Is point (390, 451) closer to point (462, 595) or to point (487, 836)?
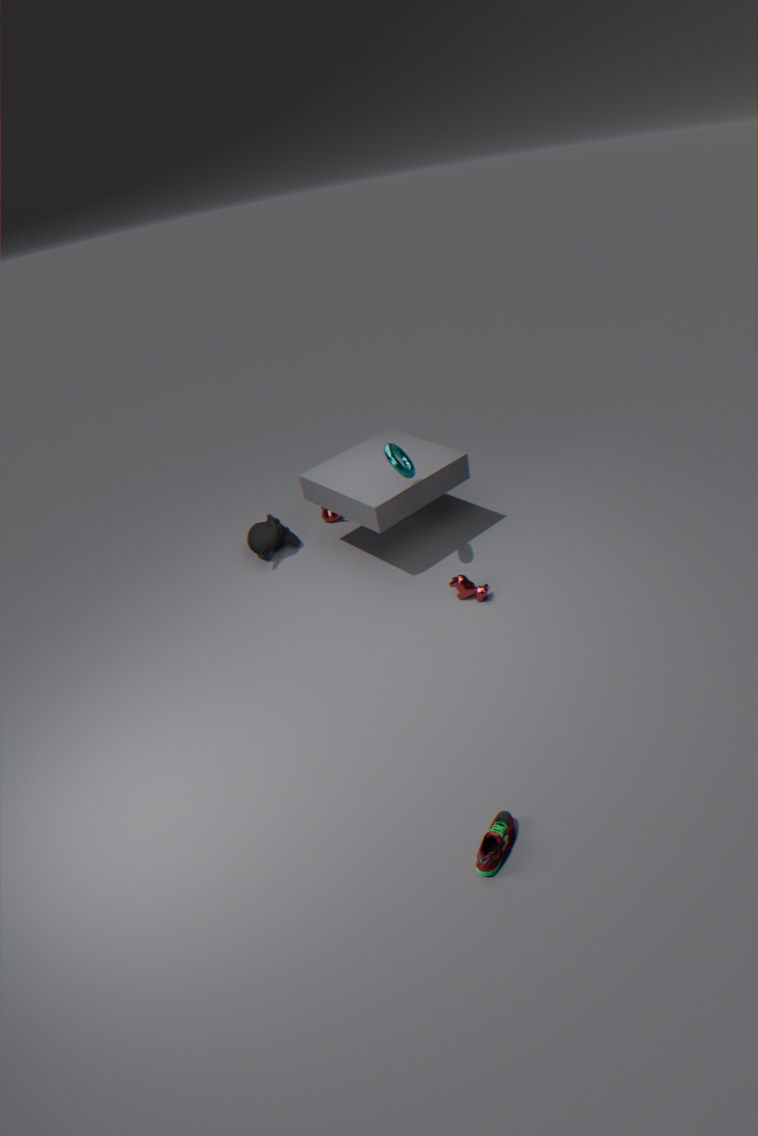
point (462, 595)
